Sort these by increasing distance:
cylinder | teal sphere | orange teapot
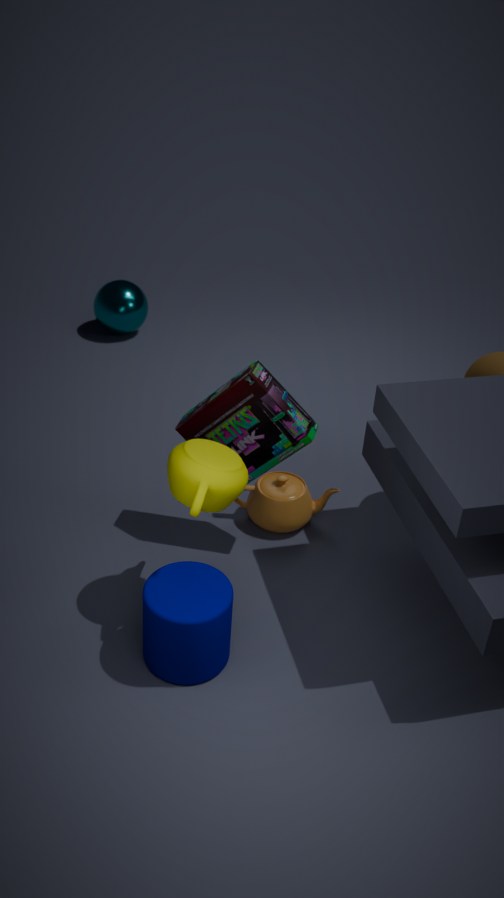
cylinder
orange teapot
teal sphere
